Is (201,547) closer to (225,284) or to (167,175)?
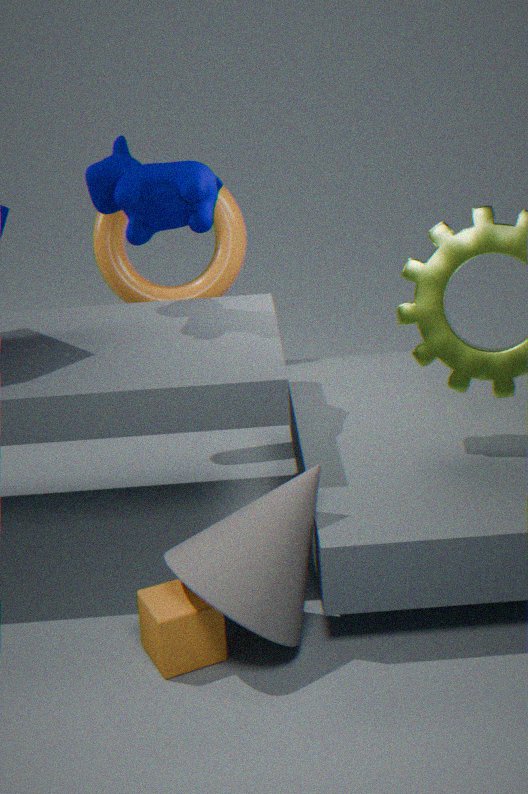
(167,175)
